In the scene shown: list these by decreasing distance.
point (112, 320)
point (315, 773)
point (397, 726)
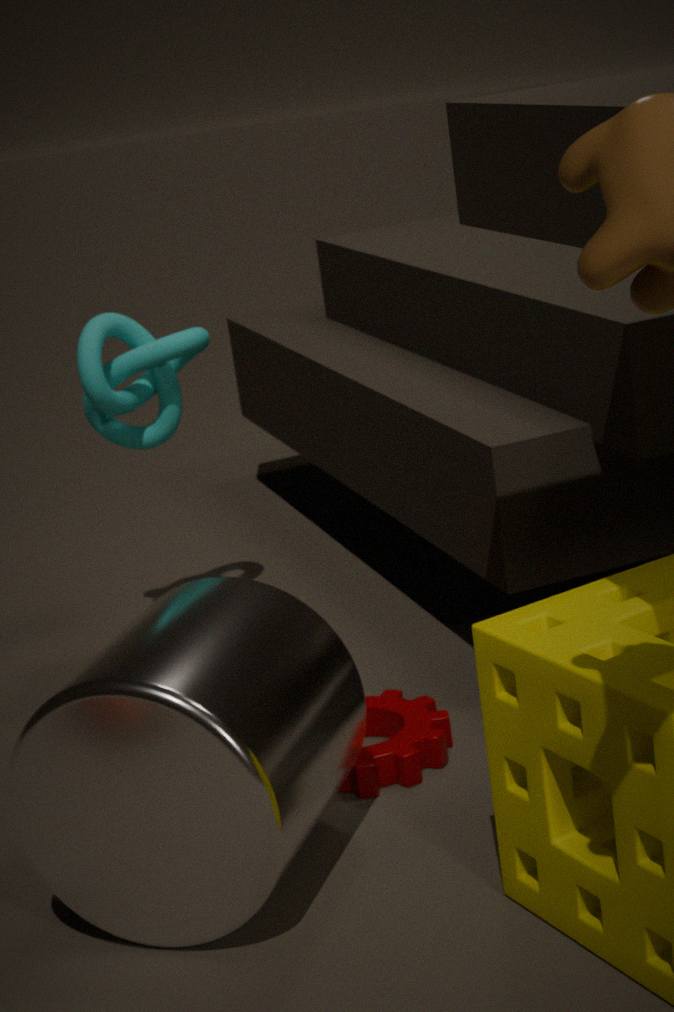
point (112, 320)
point (397, 726)
point (315, 773)
